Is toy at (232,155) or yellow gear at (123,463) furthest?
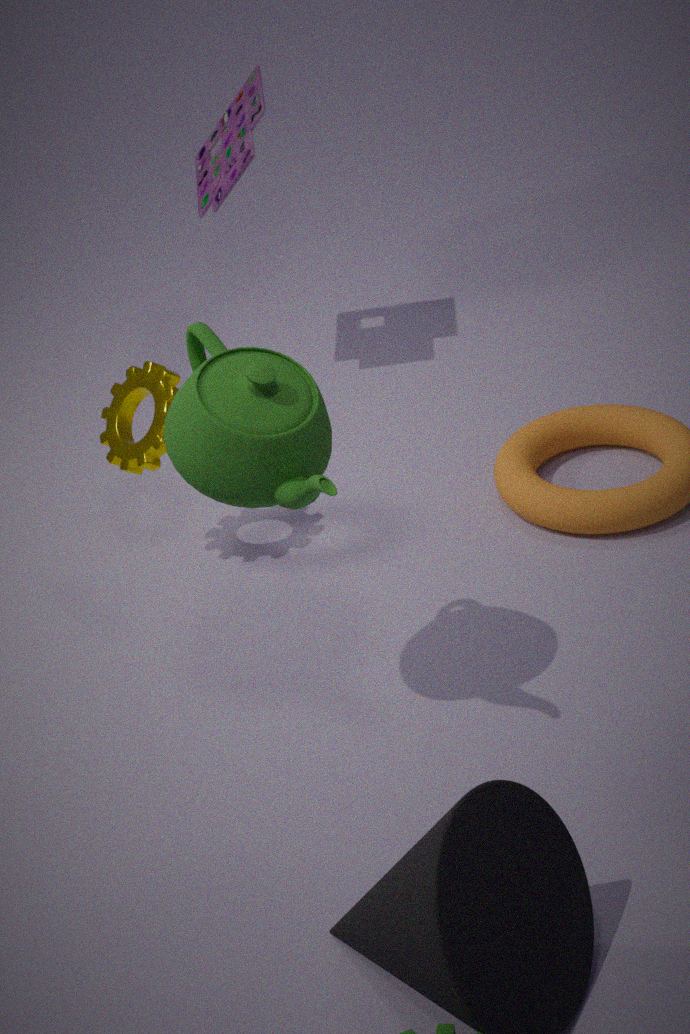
toy at (232,155)
